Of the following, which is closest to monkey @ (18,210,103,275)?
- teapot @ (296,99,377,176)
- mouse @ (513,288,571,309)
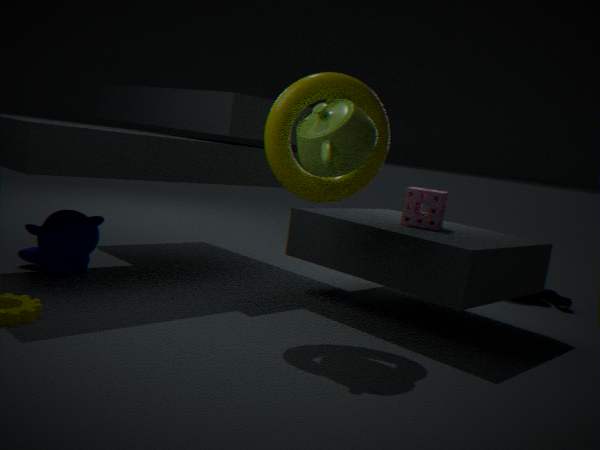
teapot @ (296,99,377,176)
